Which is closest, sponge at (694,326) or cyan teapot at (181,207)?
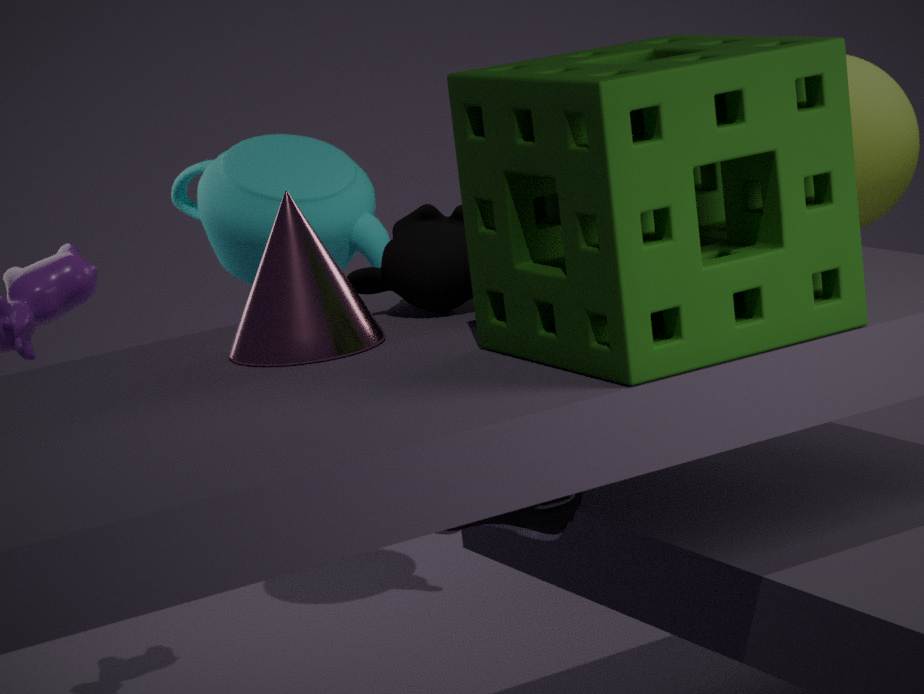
sponge at (694,326)
